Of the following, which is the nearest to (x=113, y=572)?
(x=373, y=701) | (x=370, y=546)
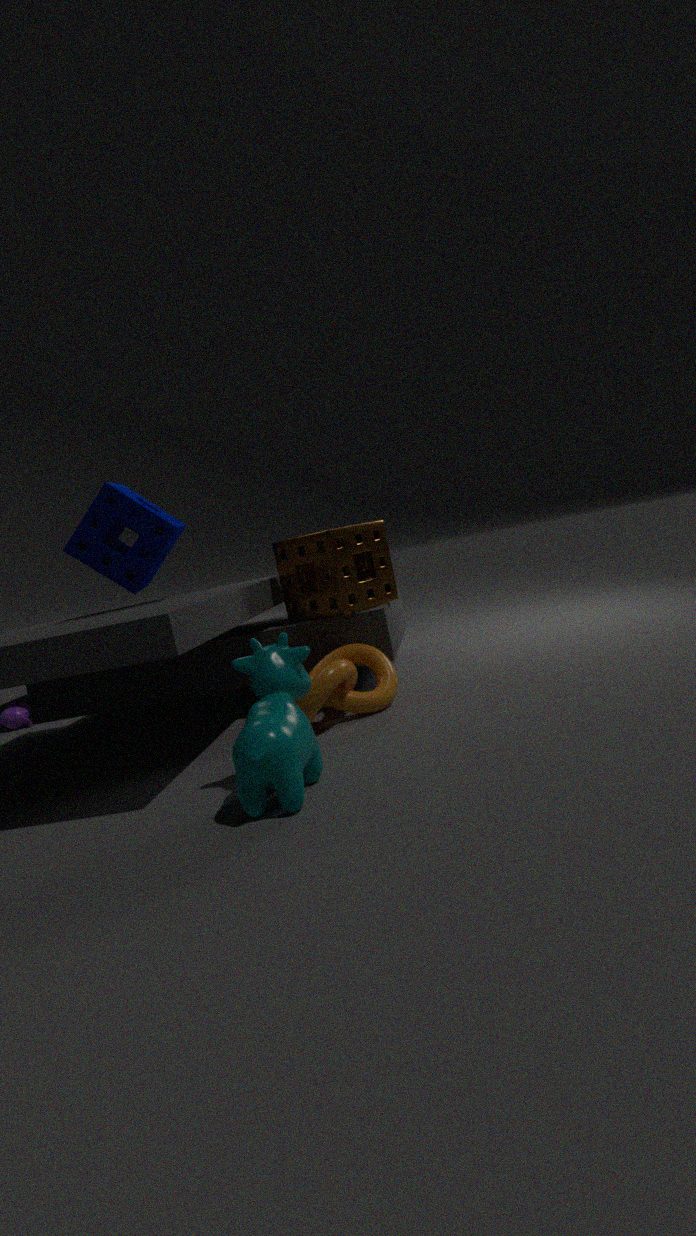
(x=370, y=546)
